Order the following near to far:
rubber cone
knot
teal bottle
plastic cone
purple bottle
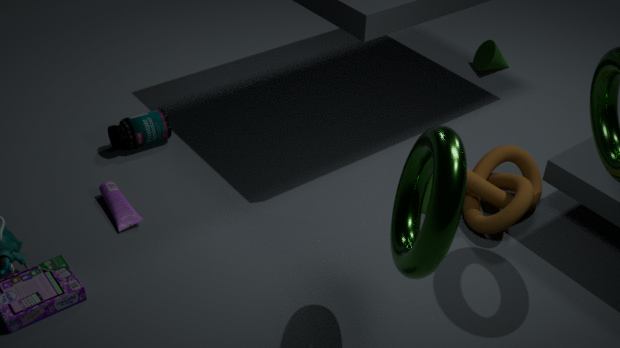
knot, purple bottle, plastic cone, teal bottle, rubber cone
